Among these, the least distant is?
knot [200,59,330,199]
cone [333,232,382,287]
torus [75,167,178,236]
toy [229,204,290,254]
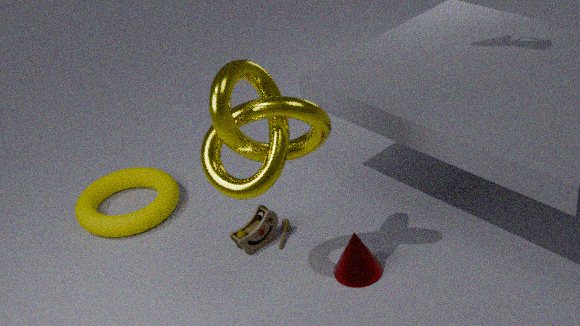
knot [200,59,330,199]
